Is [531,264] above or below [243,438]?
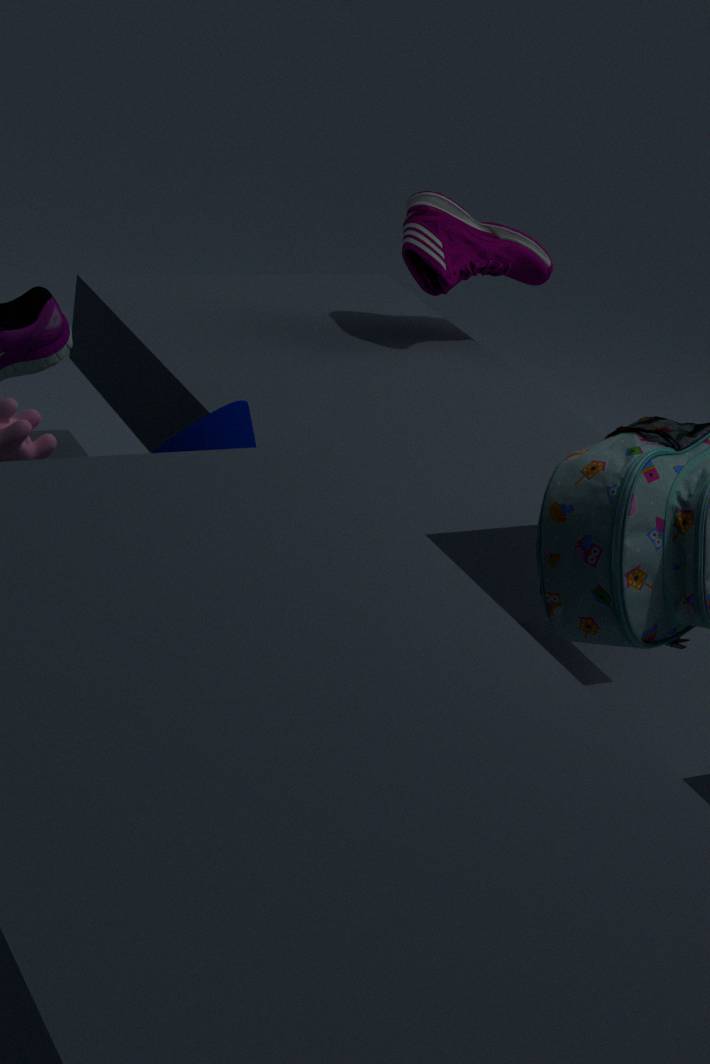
above
